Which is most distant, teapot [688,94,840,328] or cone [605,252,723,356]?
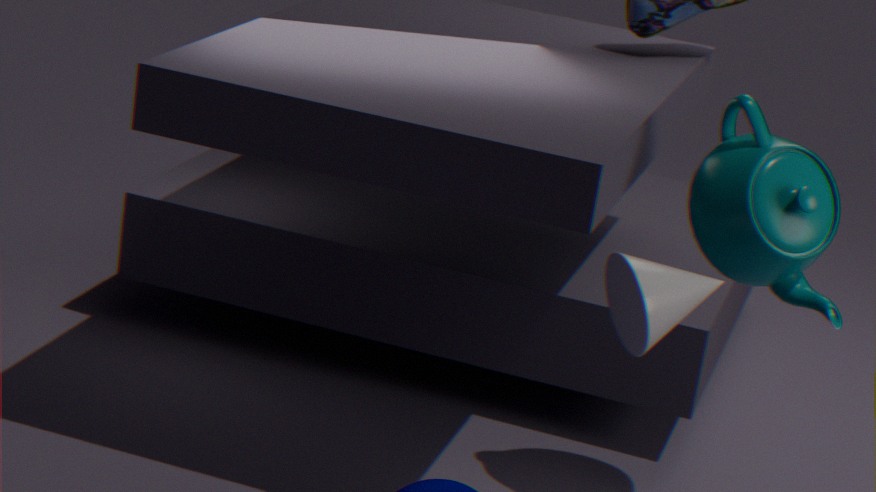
teapot [688,94,840,328]
